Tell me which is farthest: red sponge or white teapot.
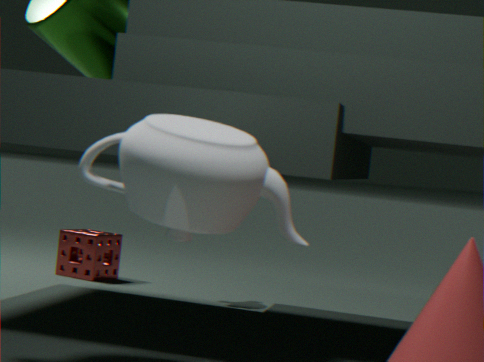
red sponge
